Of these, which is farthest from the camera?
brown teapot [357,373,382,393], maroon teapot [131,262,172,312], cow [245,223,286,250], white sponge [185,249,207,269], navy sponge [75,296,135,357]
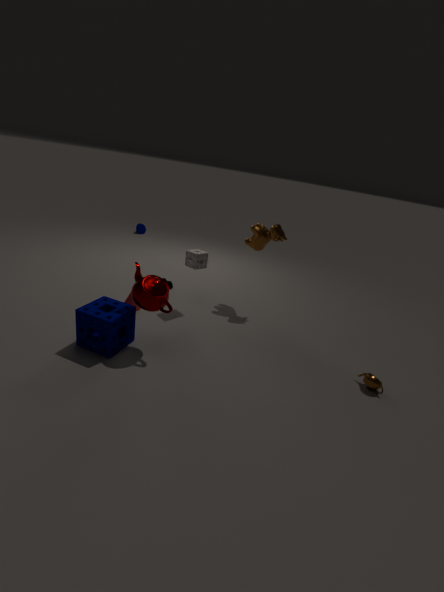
cow [245,223,286,250]
